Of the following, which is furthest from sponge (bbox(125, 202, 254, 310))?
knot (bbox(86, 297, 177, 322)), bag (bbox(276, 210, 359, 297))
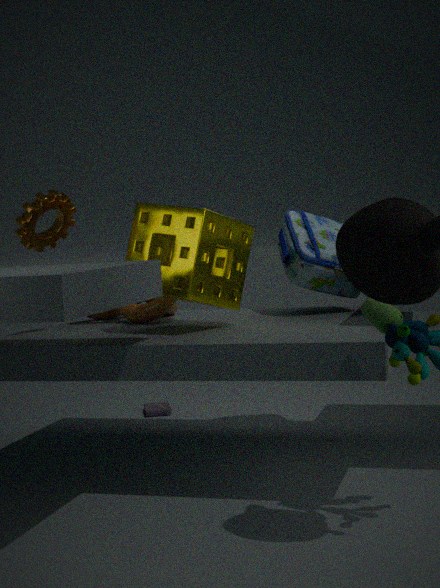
bag (bbox(276, 210, 359, 297))
